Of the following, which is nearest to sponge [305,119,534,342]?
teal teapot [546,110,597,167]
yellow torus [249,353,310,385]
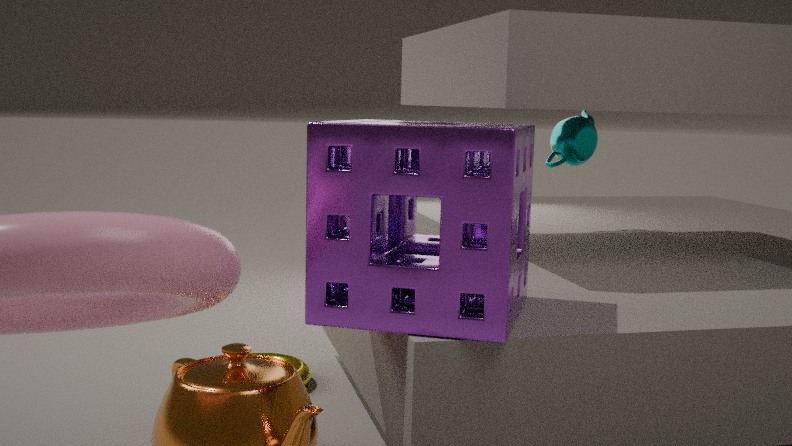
yellow torus [249,353,310,385]
